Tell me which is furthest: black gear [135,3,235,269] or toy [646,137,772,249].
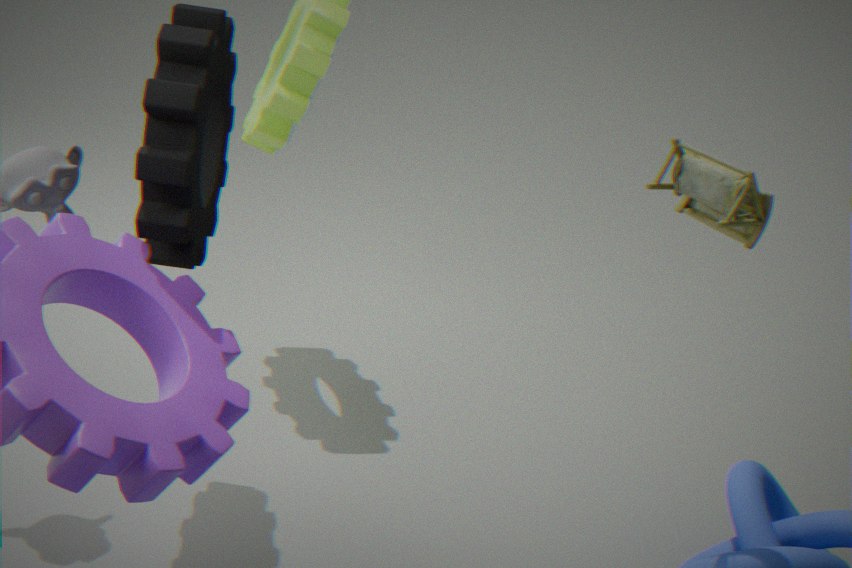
toy [646,137,772,249]
